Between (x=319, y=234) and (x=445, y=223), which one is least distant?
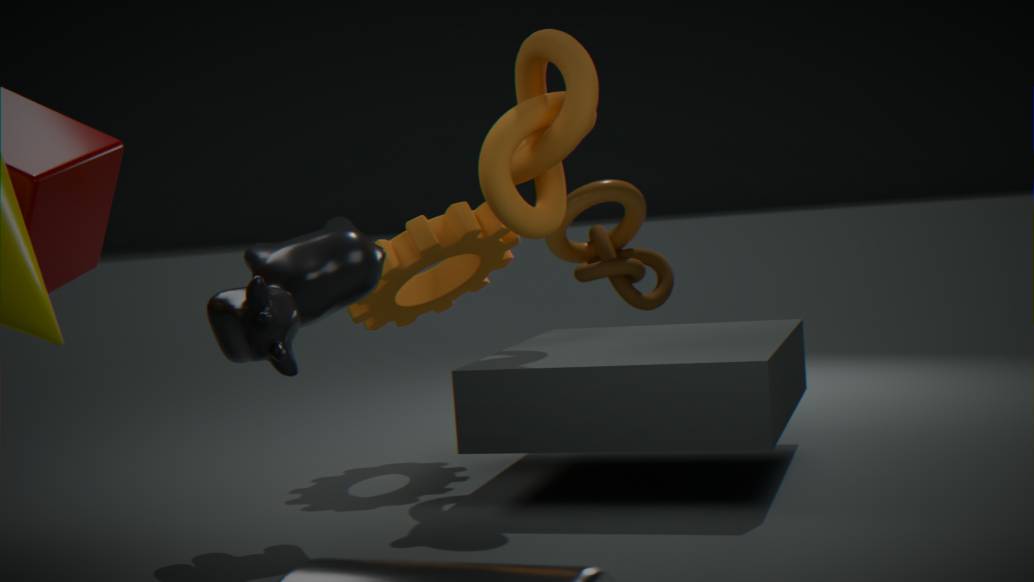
(x=319, y=234)
